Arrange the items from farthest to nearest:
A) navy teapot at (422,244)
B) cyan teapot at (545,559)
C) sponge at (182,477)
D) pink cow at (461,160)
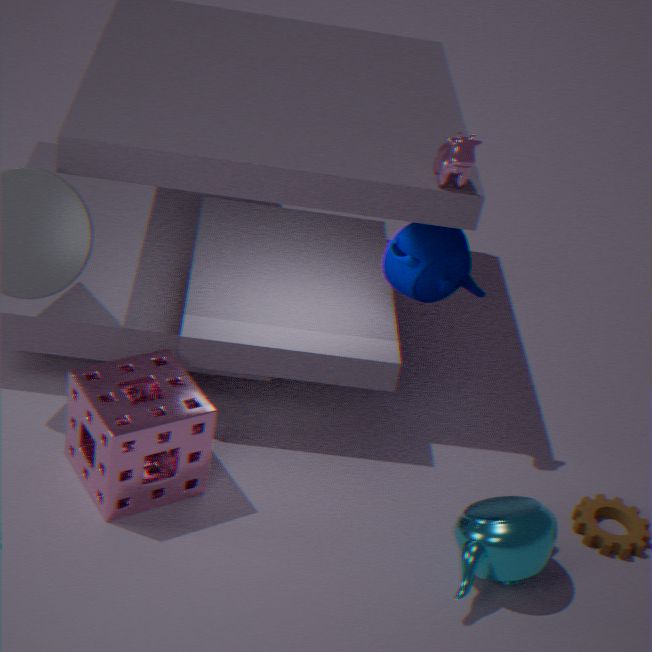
navy teapot at (422,244), pink cow at (461,160), sponge at (182,477), cyan teapot at (545,559)
